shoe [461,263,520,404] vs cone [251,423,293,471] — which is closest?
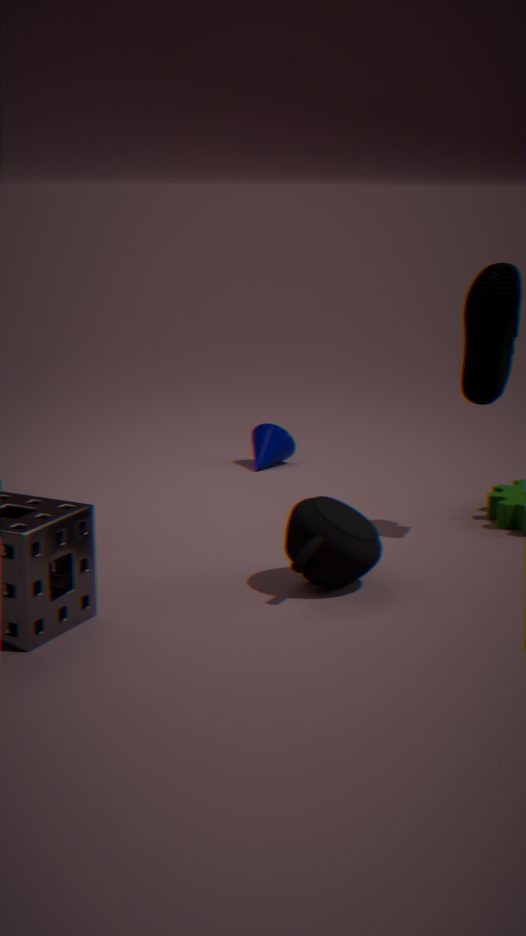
shoe [461,263,520,404]
